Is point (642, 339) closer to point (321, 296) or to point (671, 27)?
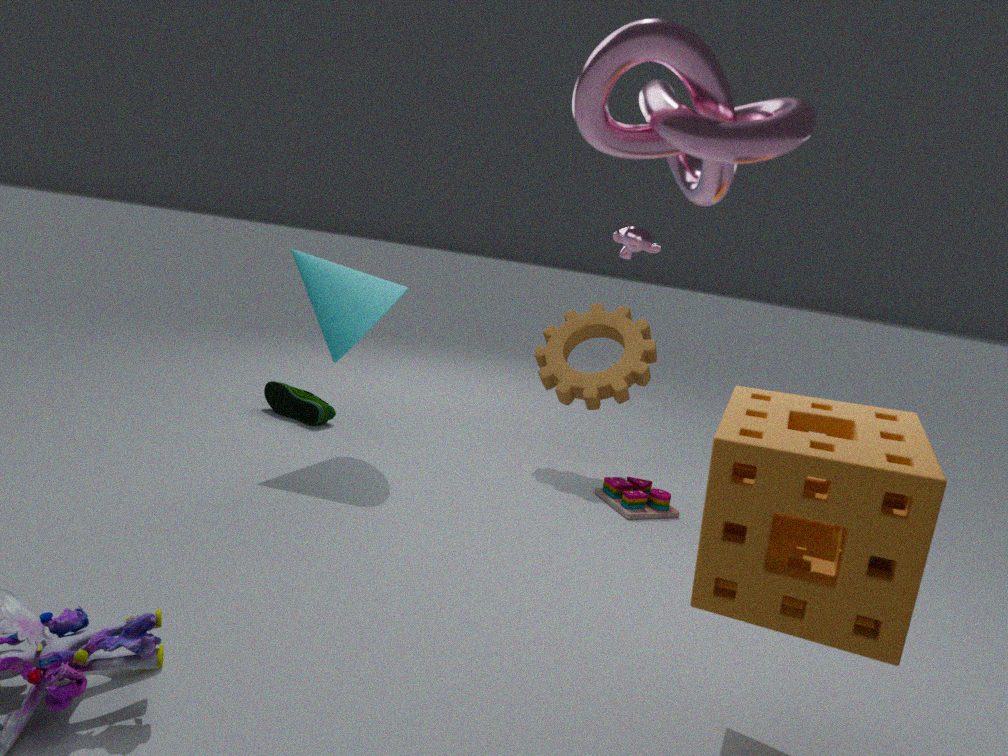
point (321, 296)
